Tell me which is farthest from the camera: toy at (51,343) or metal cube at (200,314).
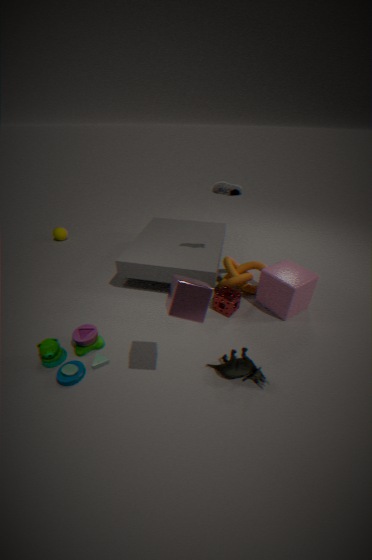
toy at (51,343)
